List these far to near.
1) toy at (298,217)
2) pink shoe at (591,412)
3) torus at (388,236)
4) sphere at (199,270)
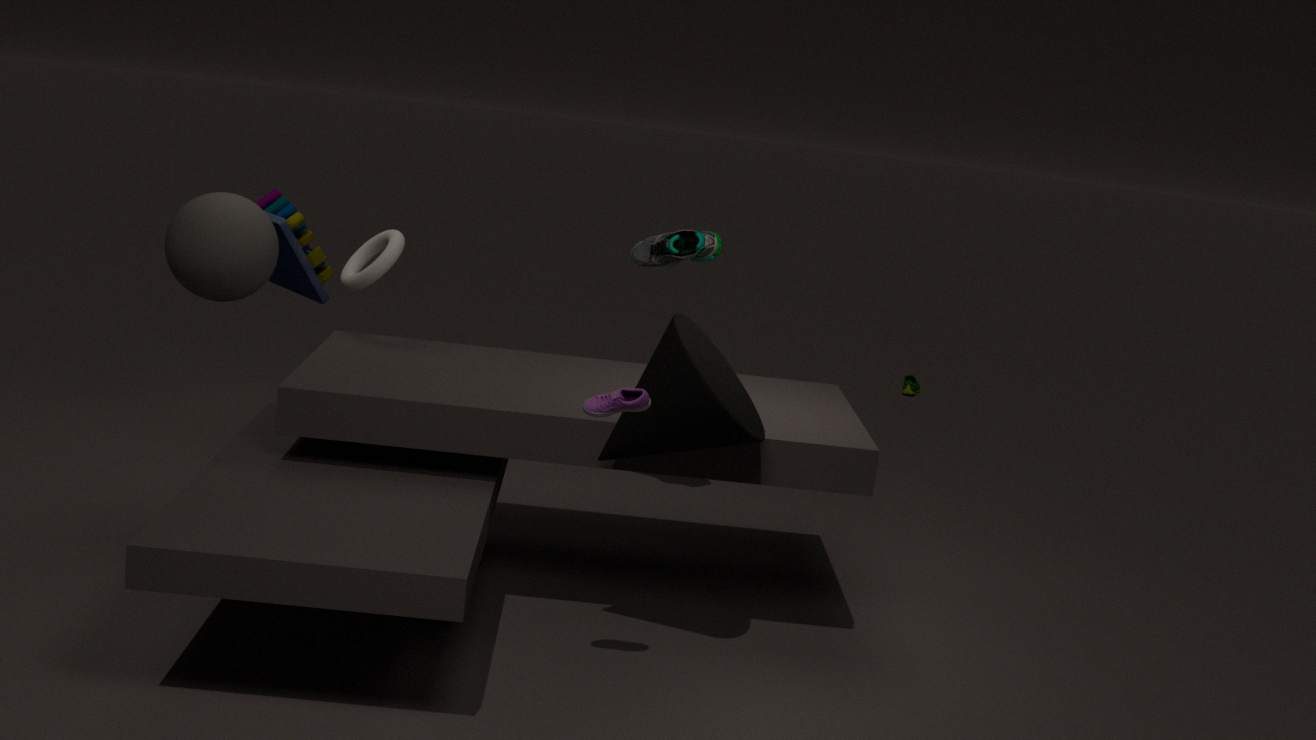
1. toy at (298,217)
3. torus at (388,236)
4. sphere at (199,270)
2. pink shoe at (591,412)
